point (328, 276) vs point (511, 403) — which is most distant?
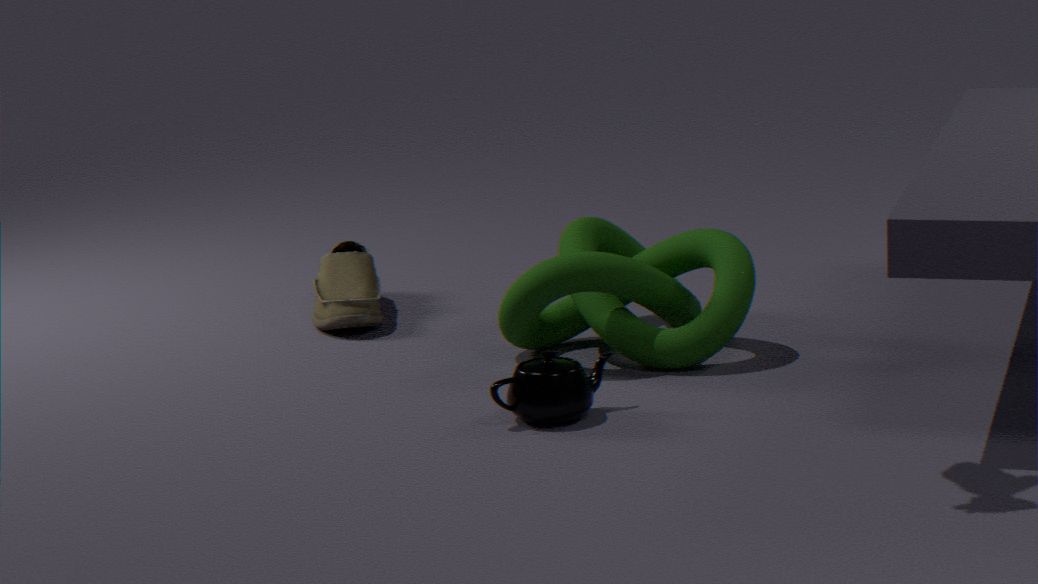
point (328, 276)
